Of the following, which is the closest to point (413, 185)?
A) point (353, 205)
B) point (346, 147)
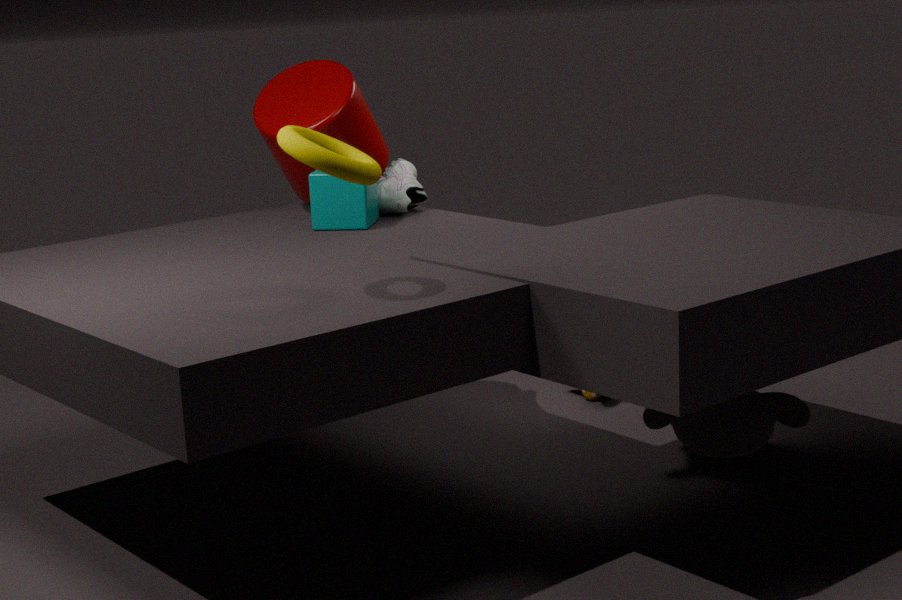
point (353, 205)
